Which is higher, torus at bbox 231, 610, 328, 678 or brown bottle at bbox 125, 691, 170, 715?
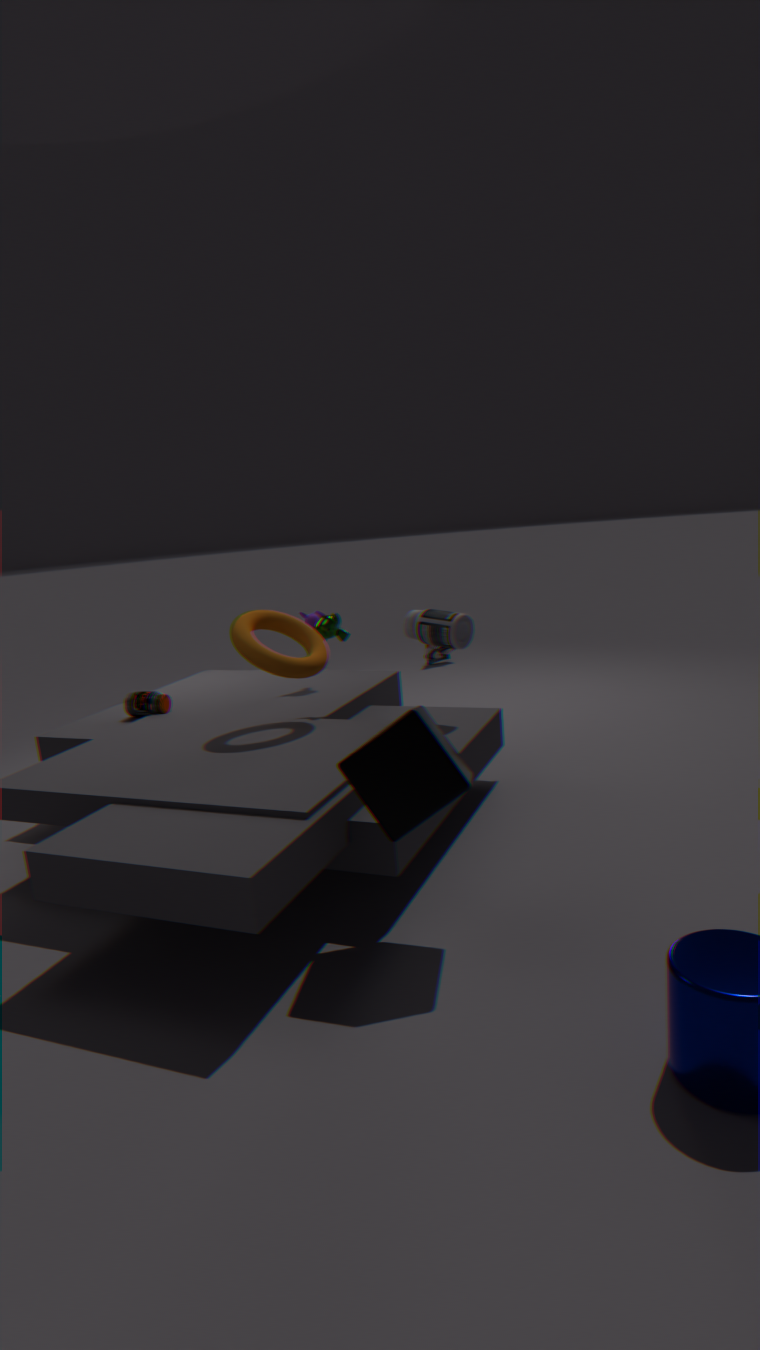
torus at bbox 231, 610, 328, 678
